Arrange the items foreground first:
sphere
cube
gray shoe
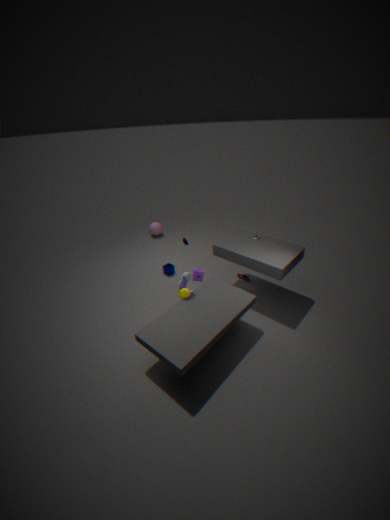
gray shoe
cube
sphere
